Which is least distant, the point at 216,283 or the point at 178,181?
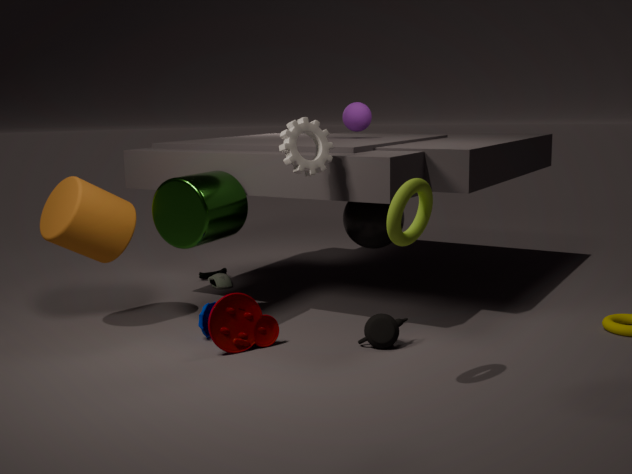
the point at 178,181
